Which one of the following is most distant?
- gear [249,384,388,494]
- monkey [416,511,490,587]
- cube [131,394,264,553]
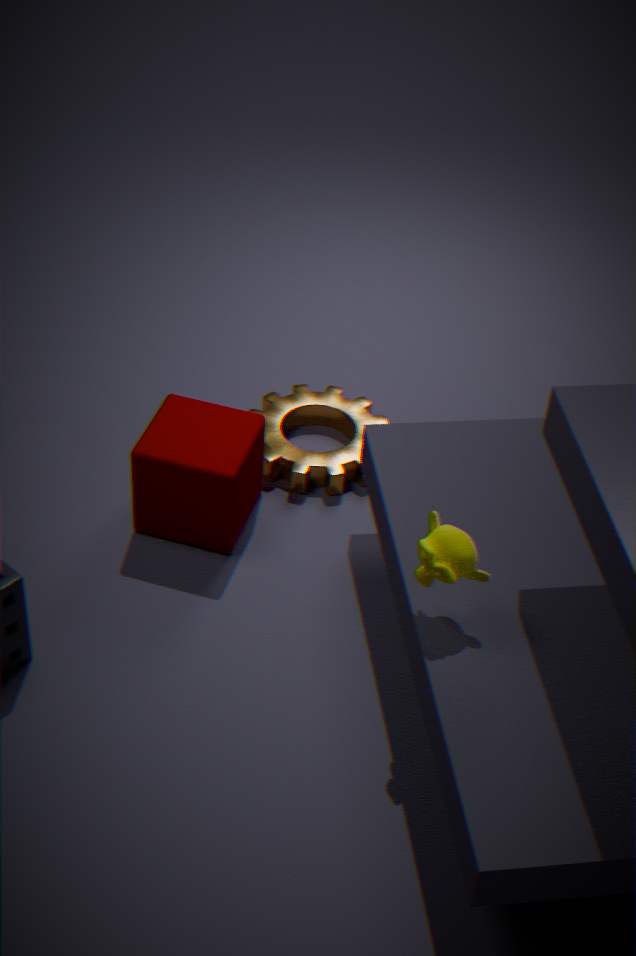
gear [249,384,388,494]
